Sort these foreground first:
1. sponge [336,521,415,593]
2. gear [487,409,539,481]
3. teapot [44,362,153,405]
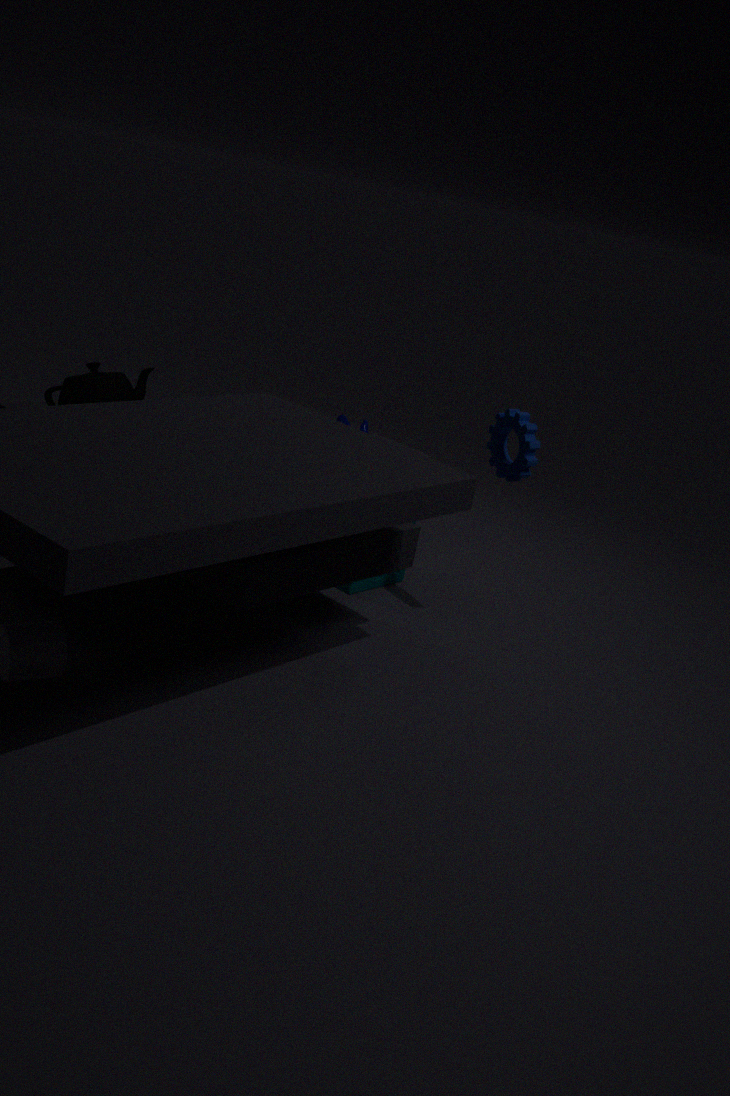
gear [487,409,539,481] < teapot [44,362,153,405] < sponge [336,521,415,593]
